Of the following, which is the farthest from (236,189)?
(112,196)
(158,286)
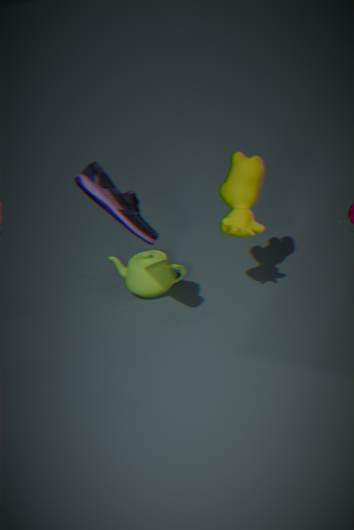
(158,286)
